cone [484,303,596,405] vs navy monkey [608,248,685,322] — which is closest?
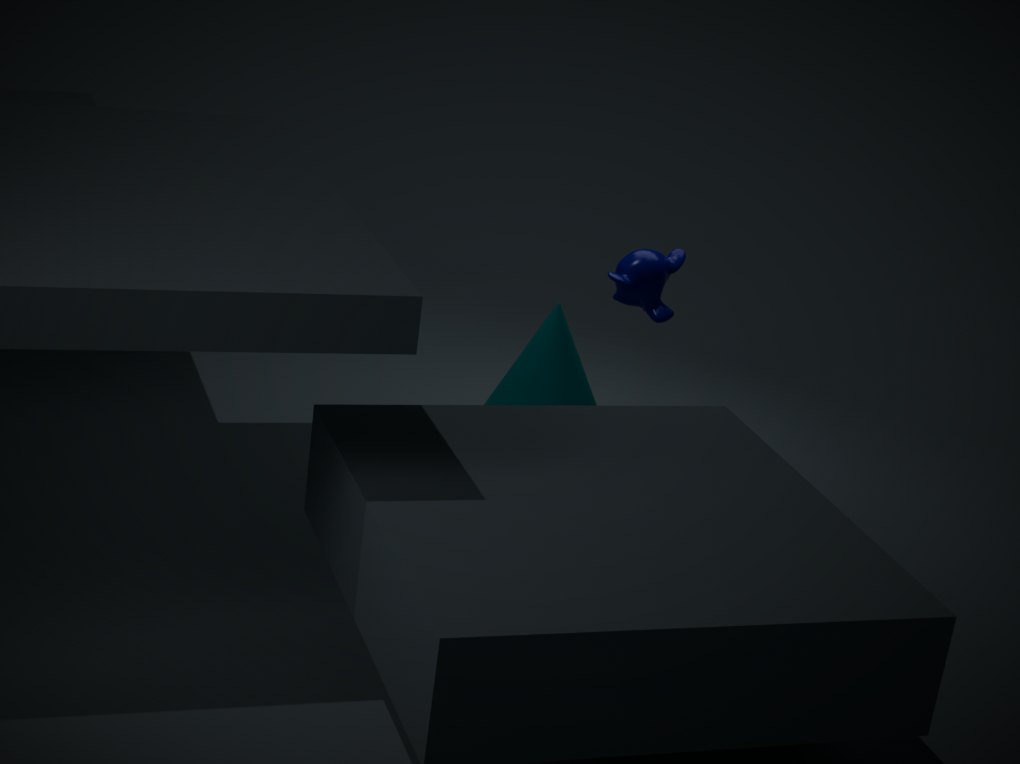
cone [484,303,596,405]
